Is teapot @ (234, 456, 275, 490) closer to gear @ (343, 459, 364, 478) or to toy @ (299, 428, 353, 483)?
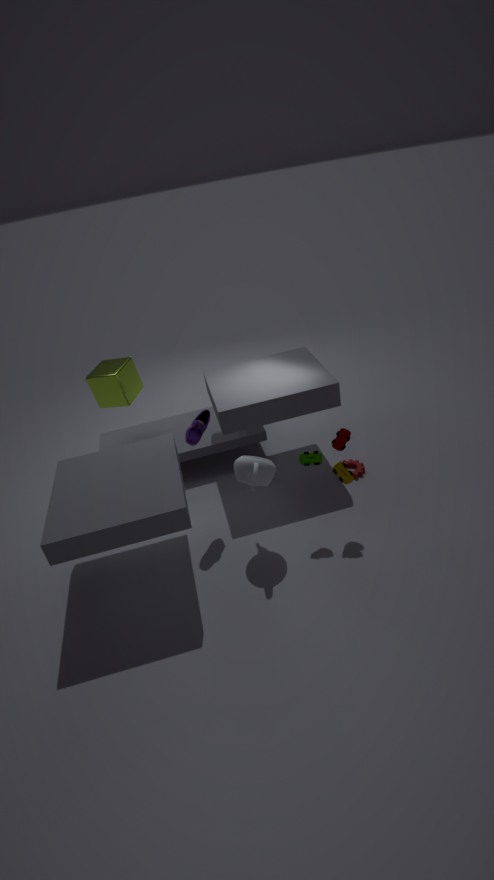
toy @ (299, 428, 353, 483)
